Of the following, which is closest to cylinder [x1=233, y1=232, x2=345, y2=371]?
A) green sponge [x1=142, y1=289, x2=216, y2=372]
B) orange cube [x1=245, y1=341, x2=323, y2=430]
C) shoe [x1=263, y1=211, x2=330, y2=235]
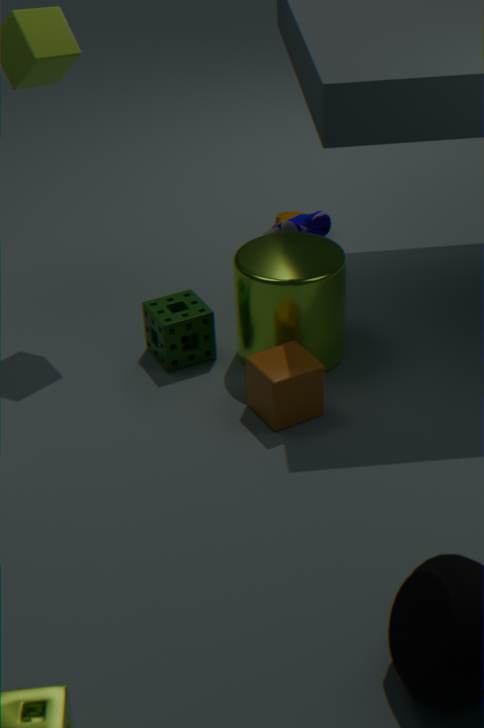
orange cube [x1=245, y1=341, x2=323, y2=430]
